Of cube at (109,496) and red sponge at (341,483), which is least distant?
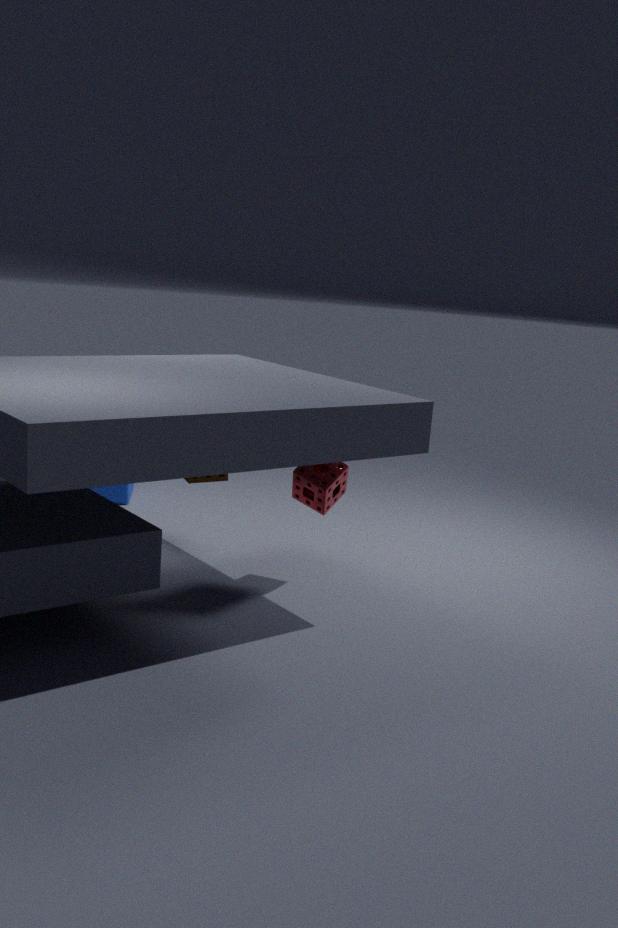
red sponge at (341,483)
